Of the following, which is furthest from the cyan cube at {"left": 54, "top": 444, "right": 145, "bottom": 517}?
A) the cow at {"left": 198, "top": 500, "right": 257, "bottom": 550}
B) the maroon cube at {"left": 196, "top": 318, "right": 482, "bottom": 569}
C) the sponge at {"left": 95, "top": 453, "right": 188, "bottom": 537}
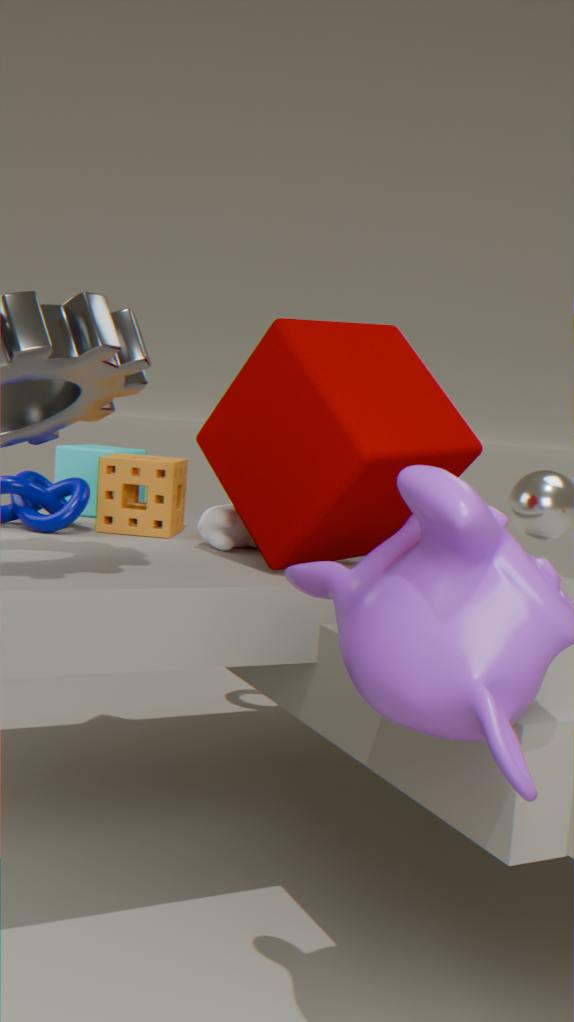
the maroon cube at {"left": 196, "top": 318, "right": 482, "bottom": 569}
